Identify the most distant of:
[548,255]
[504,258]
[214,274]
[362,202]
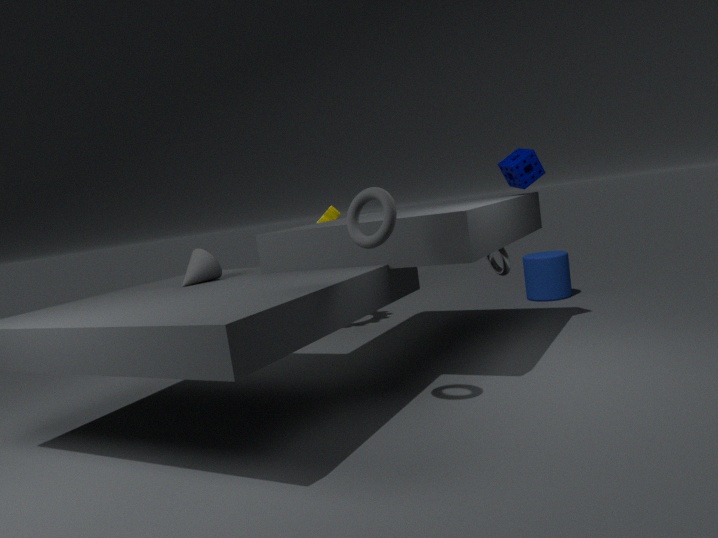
[548,255]
